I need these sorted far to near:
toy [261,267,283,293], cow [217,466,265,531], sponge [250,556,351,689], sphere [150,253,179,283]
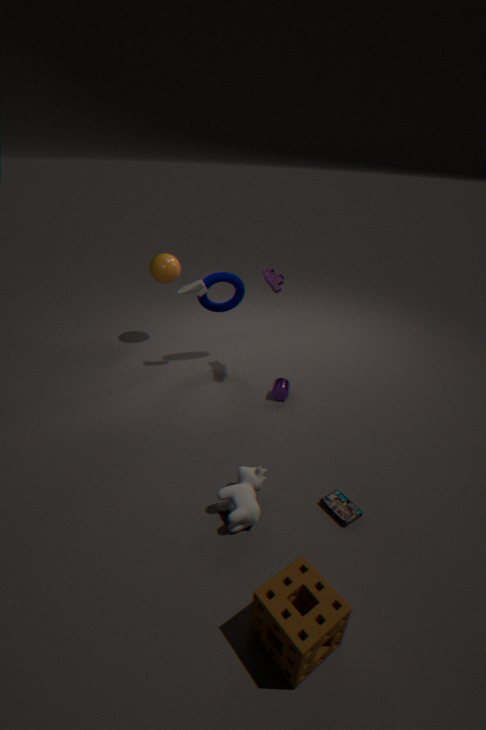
sphere [150,253,179,283], toy [261,267,283,293], cow [217,466,265,531], sponge [250,556,351,689]
